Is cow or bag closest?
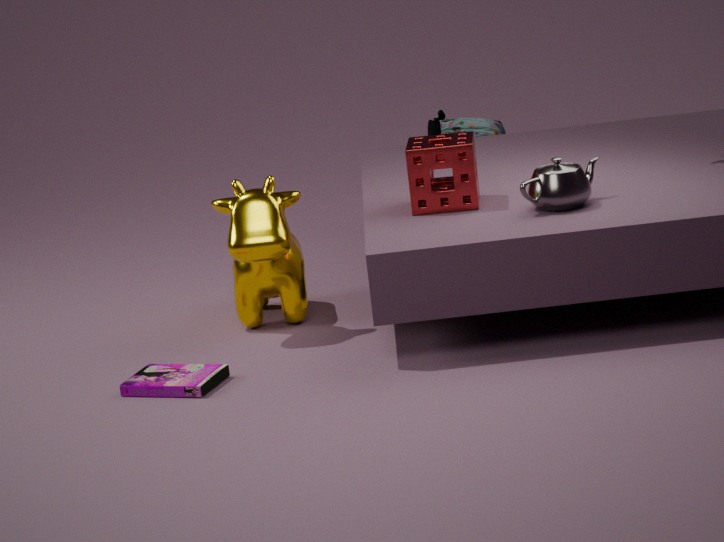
cow
